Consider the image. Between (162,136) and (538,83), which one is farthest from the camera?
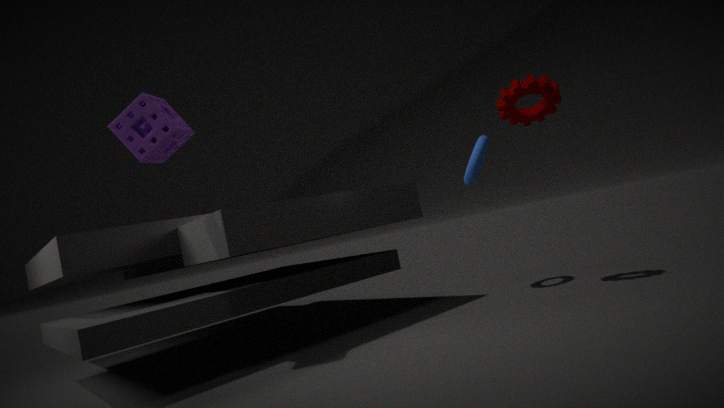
(538,83)
